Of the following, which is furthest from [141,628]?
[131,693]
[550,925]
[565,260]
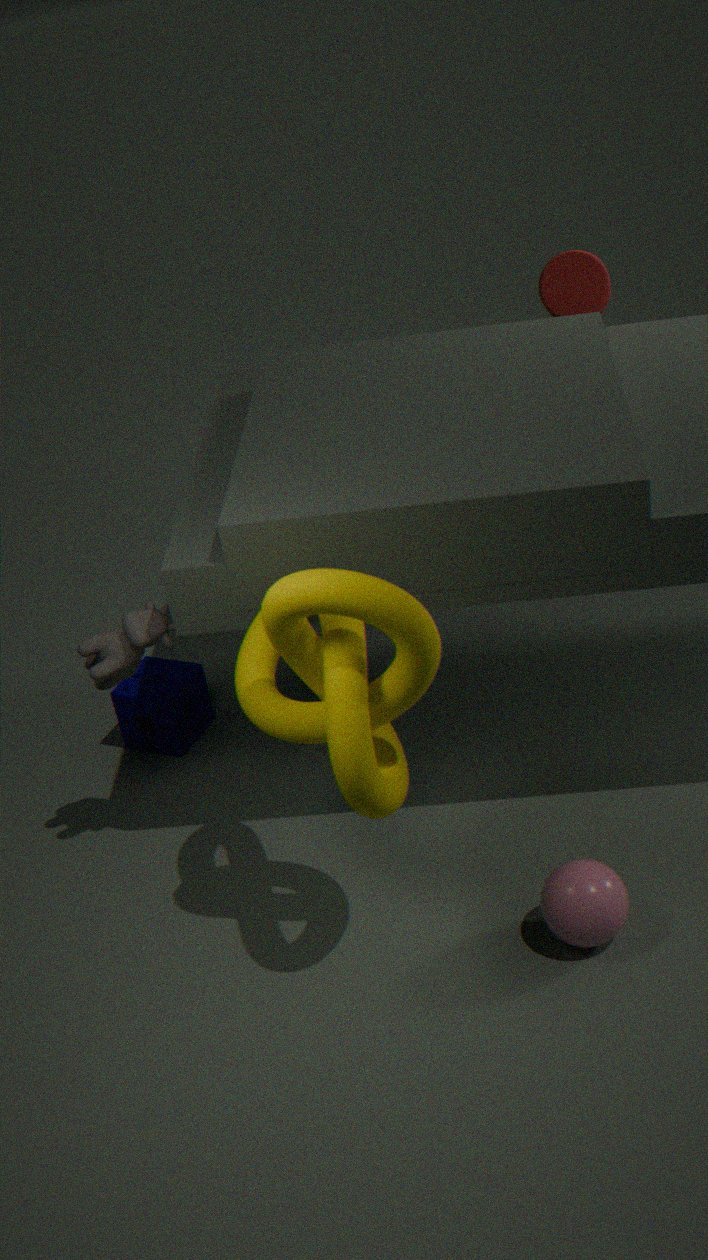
[565,260]
